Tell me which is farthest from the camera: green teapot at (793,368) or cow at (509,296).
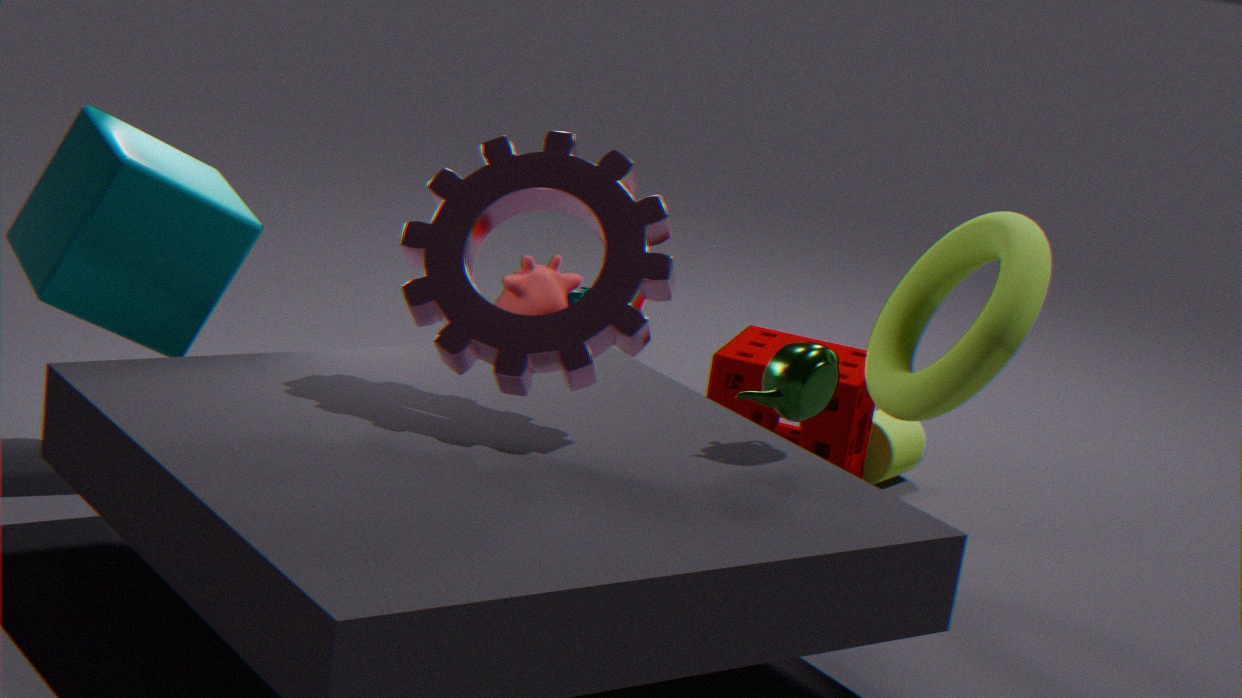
cow at (509,296)
